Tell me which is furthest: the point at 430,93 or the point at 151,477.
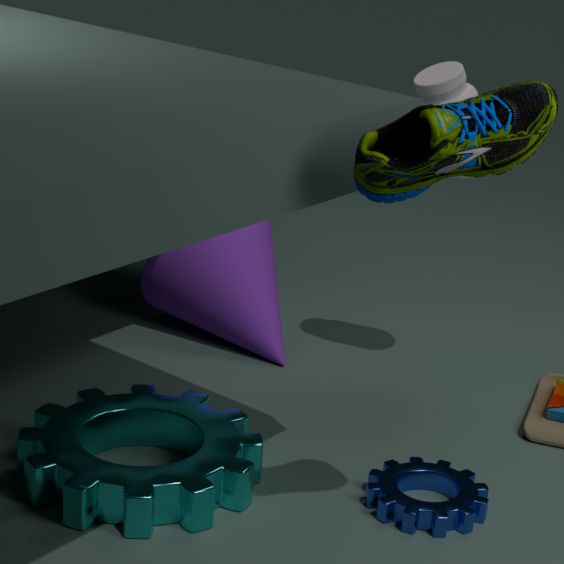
the point at 430,93
